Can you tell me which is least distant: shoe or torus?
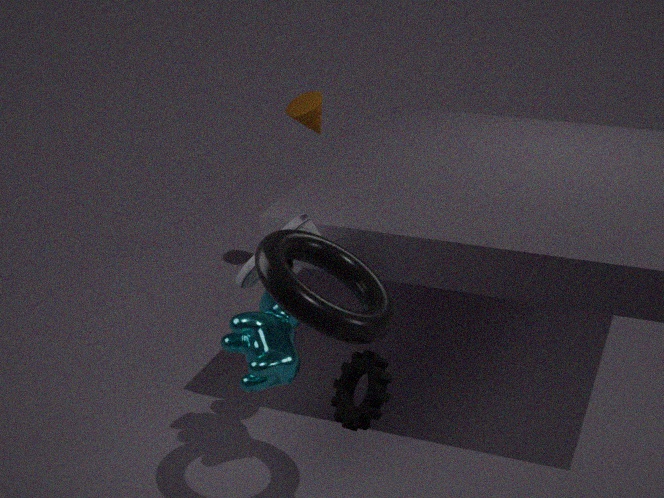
torus
